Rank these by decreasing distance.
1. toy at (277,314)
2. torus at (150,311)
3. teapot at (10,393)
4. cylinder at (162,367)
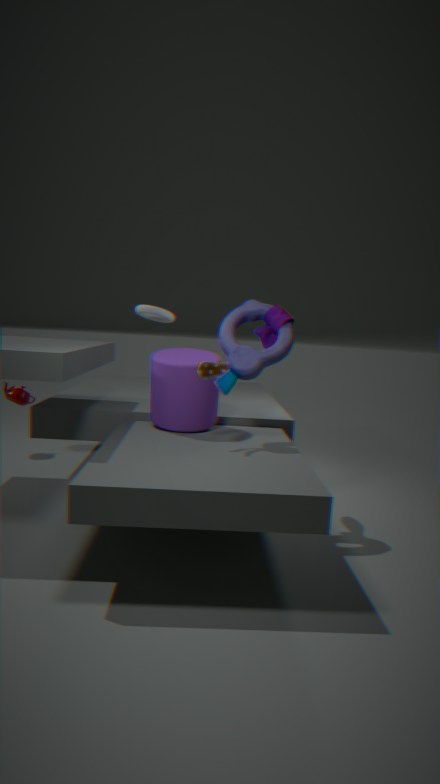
teapot at (10,393), torus at (150,311), cylinder at (162,367), toy at (277,314)
